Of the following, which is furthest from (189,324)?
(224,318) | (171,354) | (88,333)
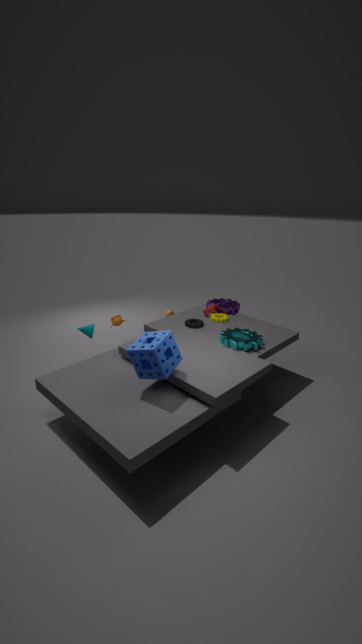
(171,354)
